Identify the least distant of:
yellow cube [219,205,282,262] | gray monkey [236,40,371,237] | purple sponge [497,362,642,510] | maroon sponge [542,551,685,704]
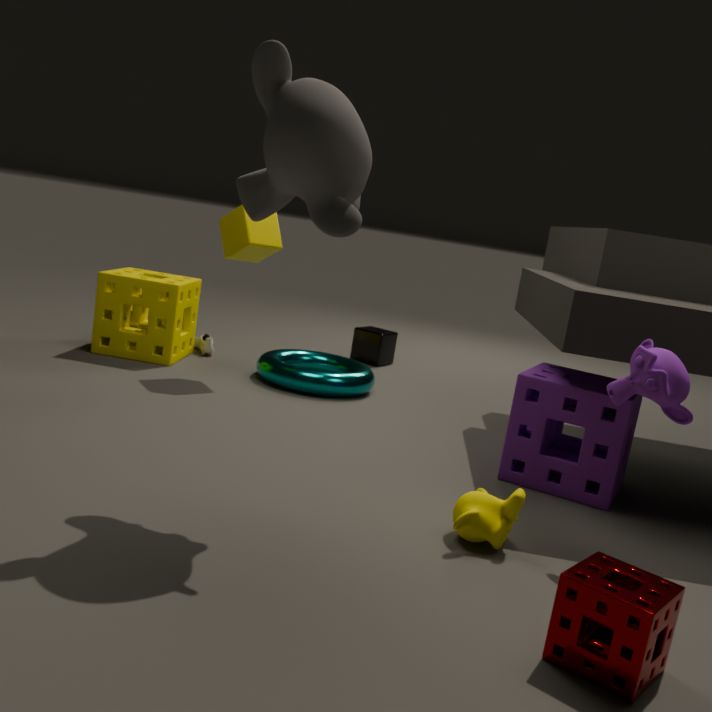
maroon sponge [542,551,685,704]
